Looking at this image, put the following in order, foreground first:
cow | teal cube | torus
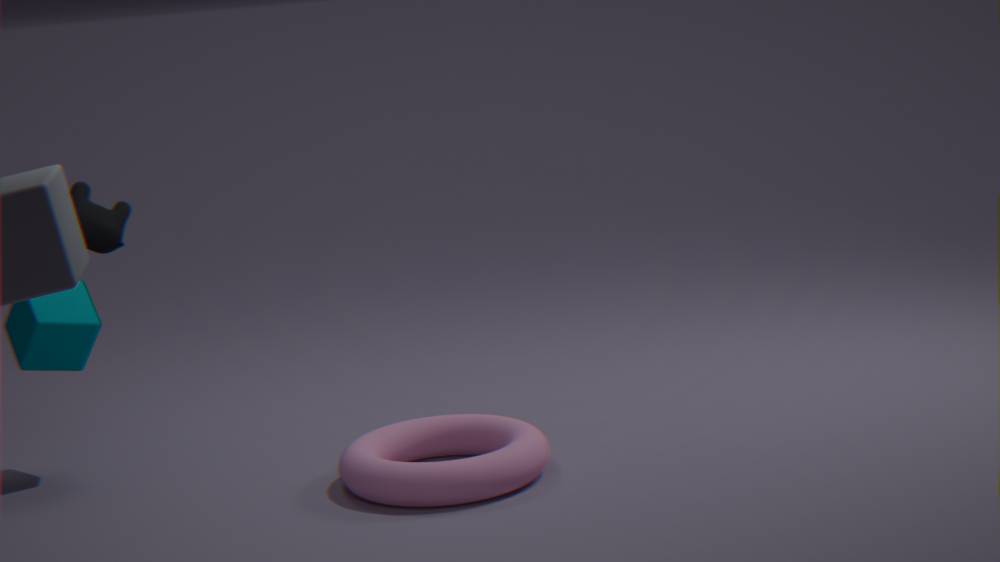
cow < torus < teal cube
